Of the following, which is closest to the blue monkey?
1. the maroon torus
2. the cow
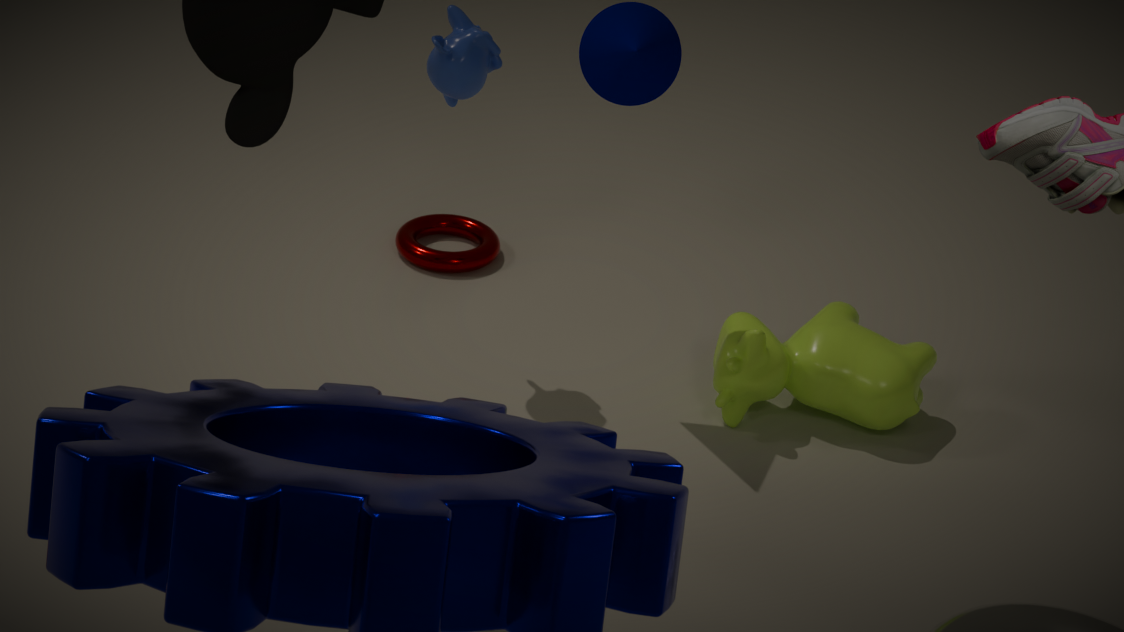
the maroon torus
